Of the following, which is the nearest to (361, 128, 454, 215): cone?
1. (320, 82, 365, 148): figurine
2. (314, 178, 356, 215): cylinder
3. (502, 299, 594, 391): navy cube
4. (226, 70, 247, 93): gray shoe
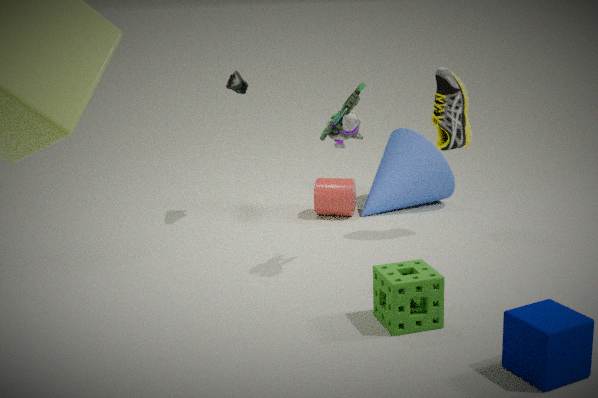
(314, 178, 356, 215): cylinder
